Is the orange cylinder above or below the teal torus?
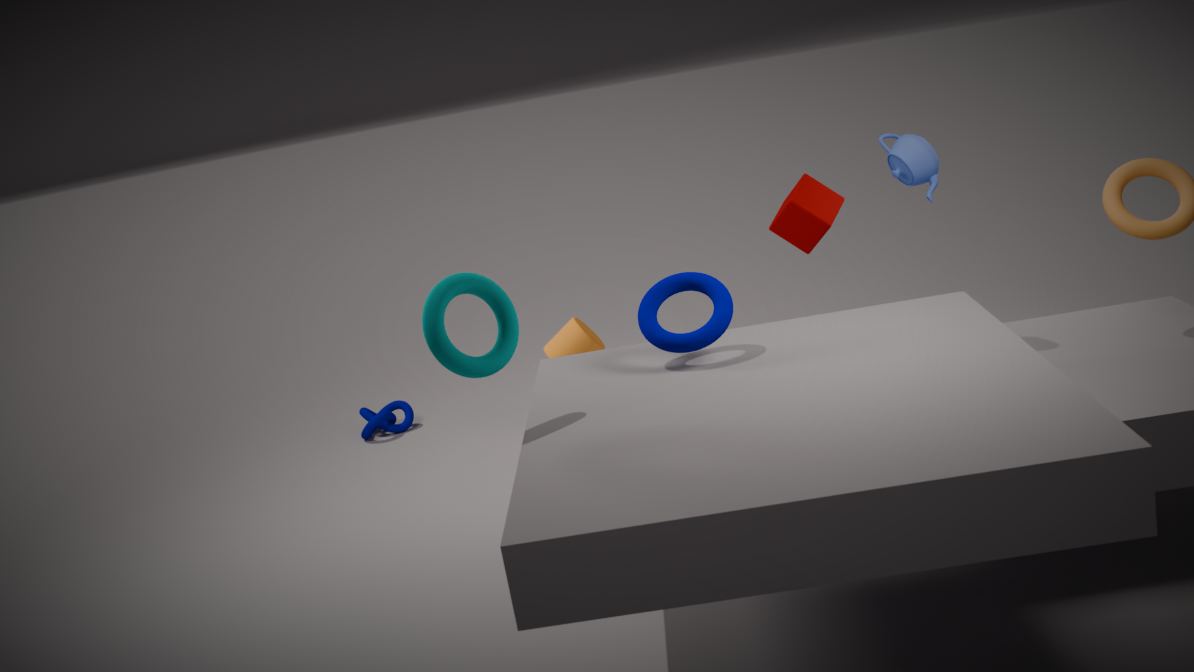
below
